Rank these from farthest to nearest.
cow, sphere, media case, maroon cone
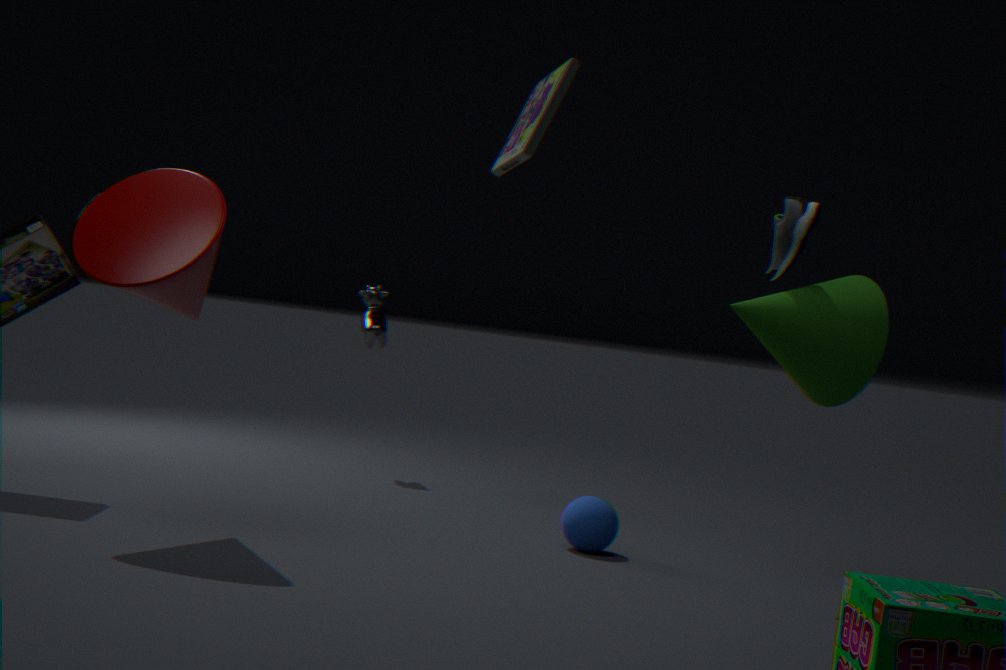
cow < sphere < maroon cone < media case
